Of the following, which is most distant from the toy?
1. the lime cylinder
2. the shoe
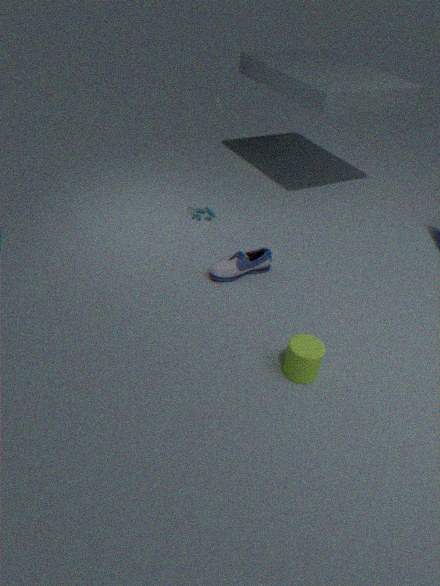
the lime cylinder
